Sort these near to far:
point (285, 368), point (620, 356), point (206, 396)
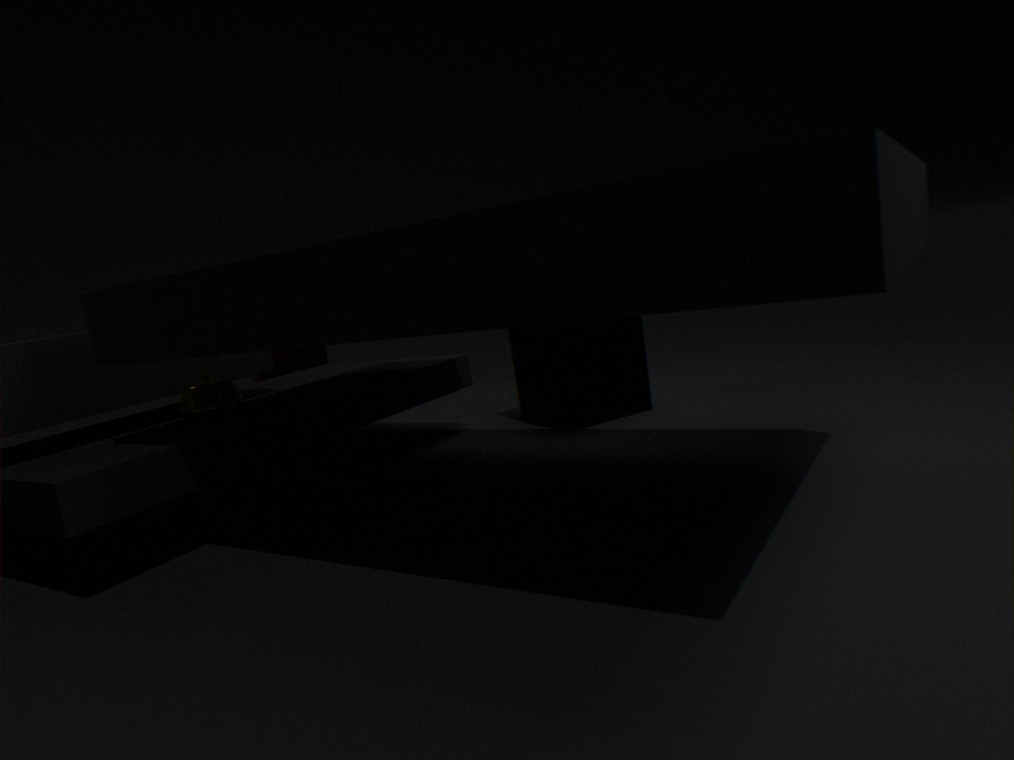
1. point (206, 396)
2. point (620, 356)
3. point (285, 368)
